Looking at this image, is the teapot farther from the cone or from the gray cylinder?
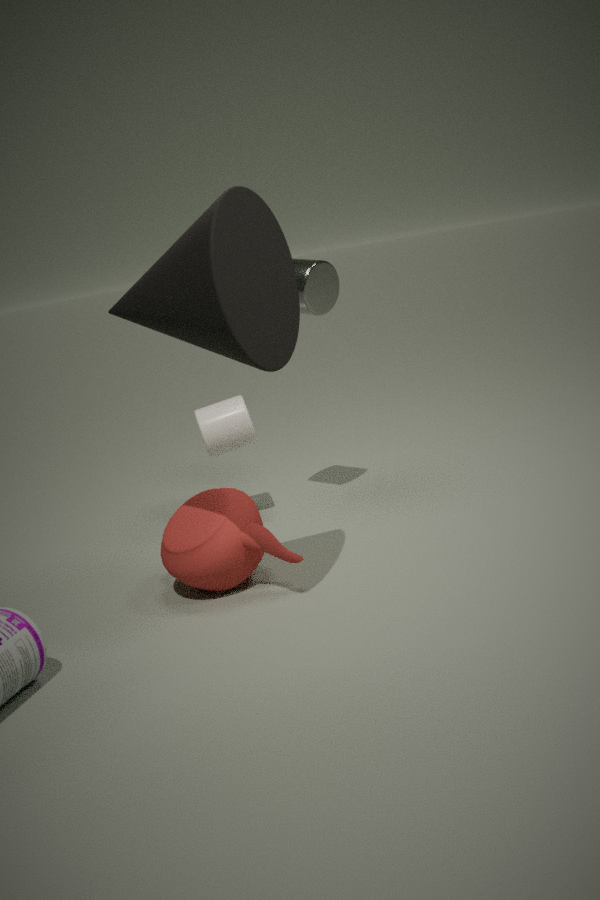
the gray cylinder
